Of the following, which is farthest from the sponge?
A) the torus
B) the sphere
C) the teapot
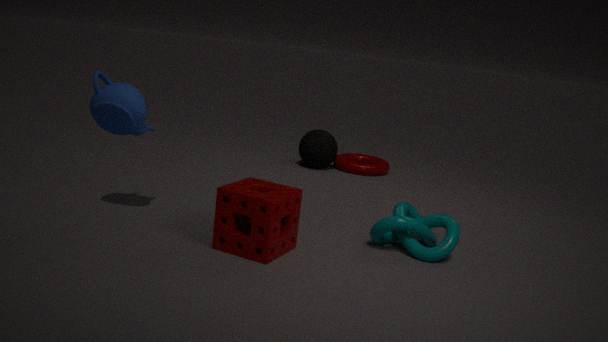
the torus
